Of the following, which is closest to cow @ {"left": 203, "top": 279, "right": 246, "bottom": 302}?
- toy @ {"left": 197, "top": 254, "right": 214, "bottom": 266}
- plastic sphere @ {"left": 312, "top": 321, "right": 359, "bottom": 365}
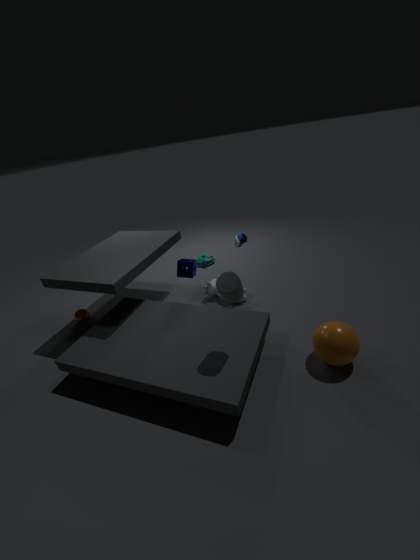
toy @ {"left": 197, "top": 254, "right": 214, "bottom": 266}
